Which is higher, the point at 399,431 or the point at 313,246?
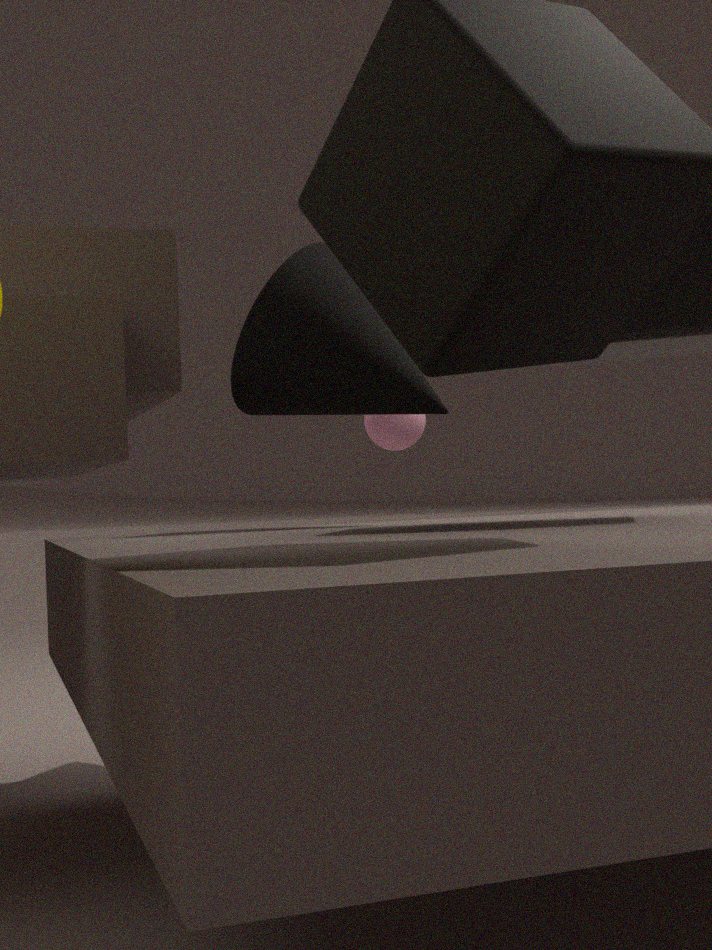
the point at 313,246
